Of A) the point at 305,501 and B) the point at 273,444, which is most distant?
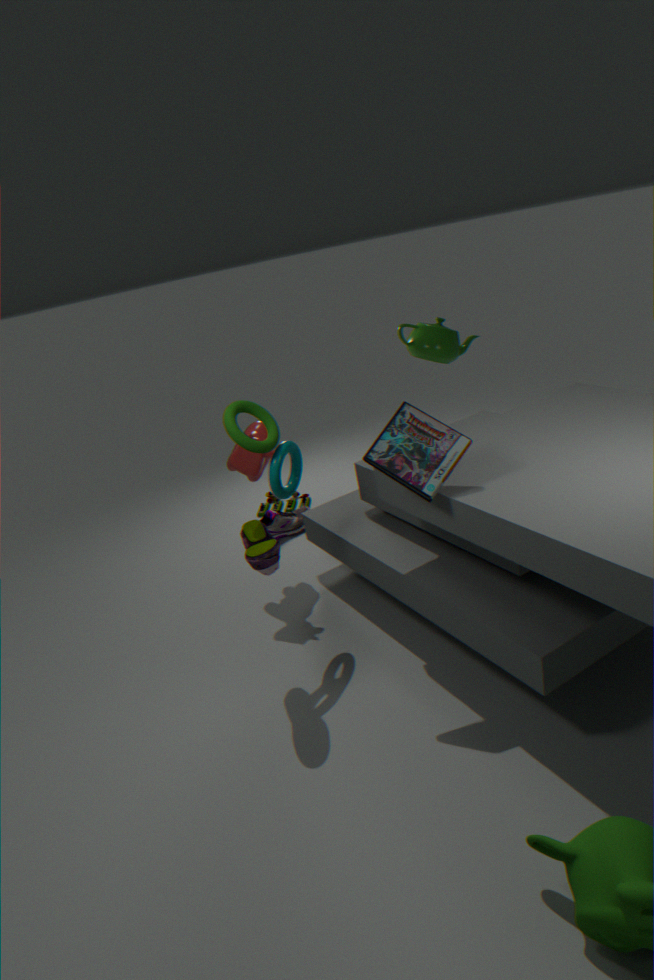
A. the point at 305,501
